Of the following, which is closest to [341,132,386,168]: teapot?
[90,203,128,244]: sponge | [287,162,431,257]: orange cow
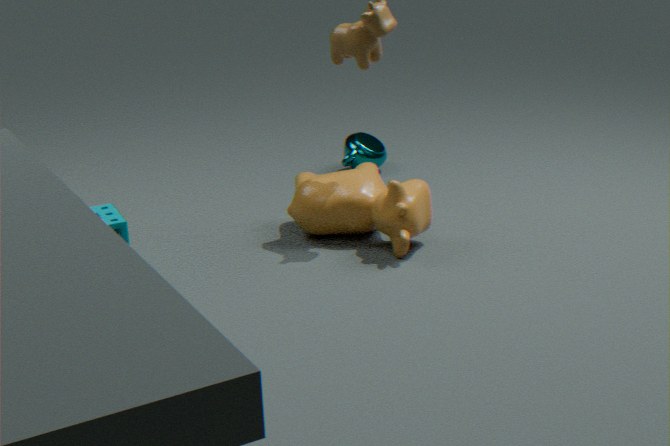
[287,162,431,257]: orange cow
